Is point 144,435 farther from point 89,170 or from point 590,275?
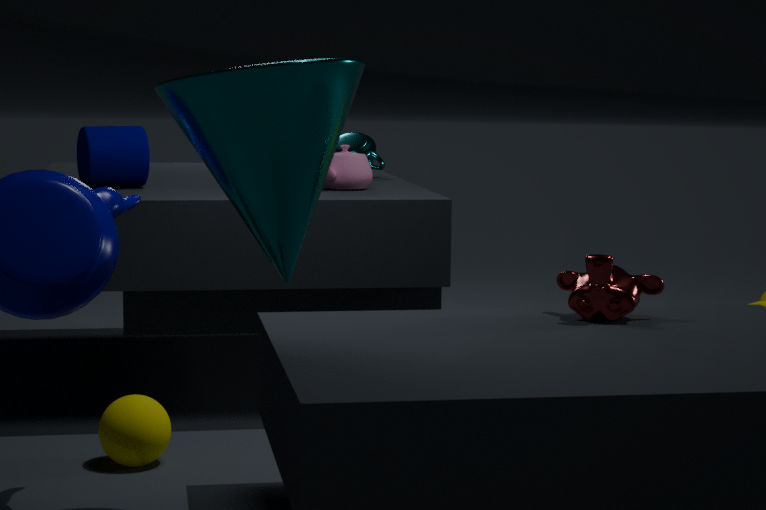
point 590,275
